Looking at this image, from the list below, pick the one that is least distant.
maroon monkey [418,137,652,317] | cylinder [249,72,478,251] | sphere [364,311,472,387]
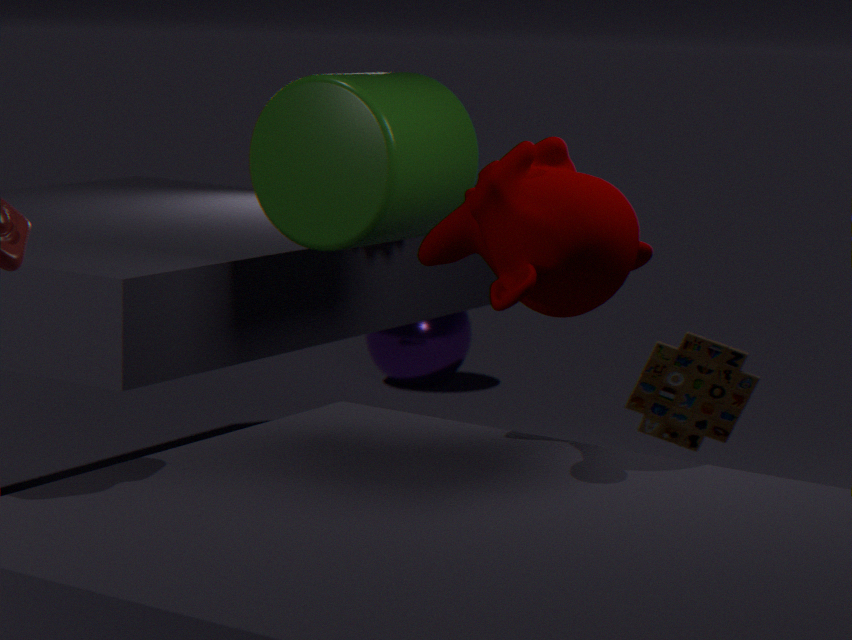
maroon monkey [418,137,652,317]
